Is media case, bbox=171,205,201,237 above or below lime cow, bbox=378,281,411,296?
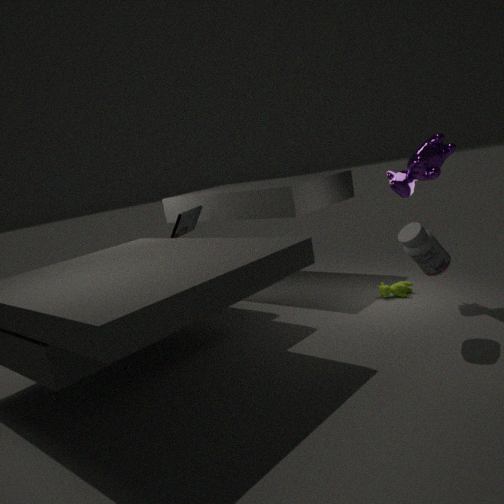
above
